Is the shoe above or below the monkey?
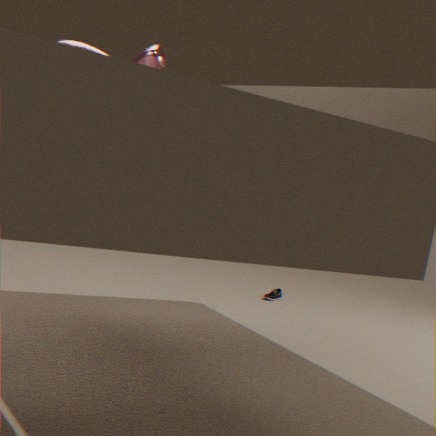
below
